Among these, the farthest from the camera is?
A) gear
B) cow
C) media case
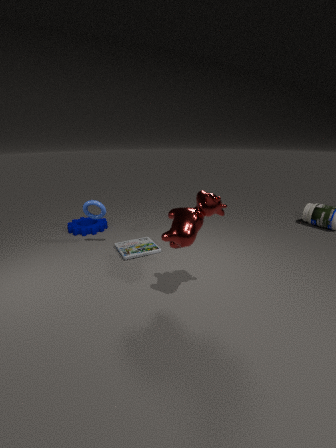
gear
